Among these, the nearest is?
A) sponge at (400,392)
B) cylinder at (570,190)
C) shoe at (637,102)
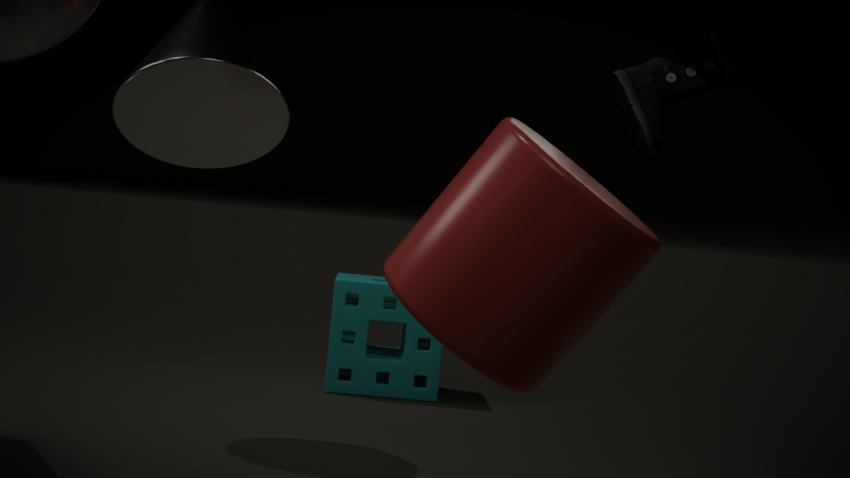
cylinder at (570,190)
